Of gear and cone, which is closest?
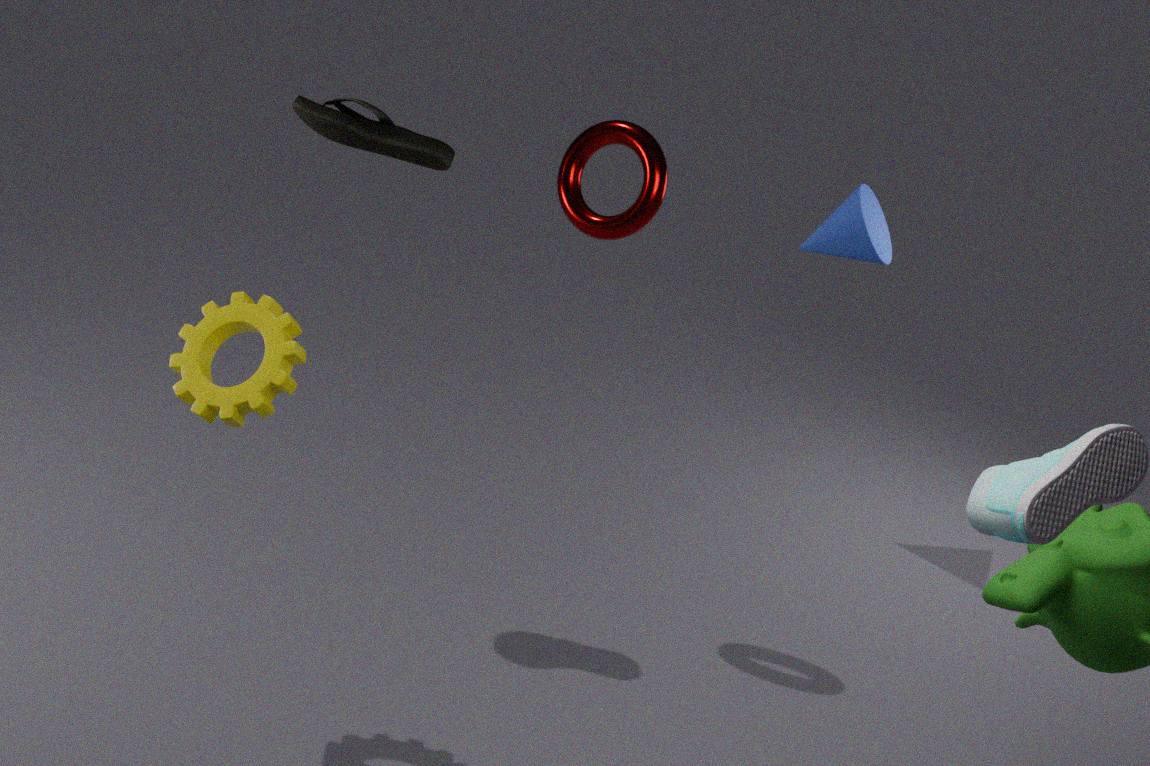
gear
